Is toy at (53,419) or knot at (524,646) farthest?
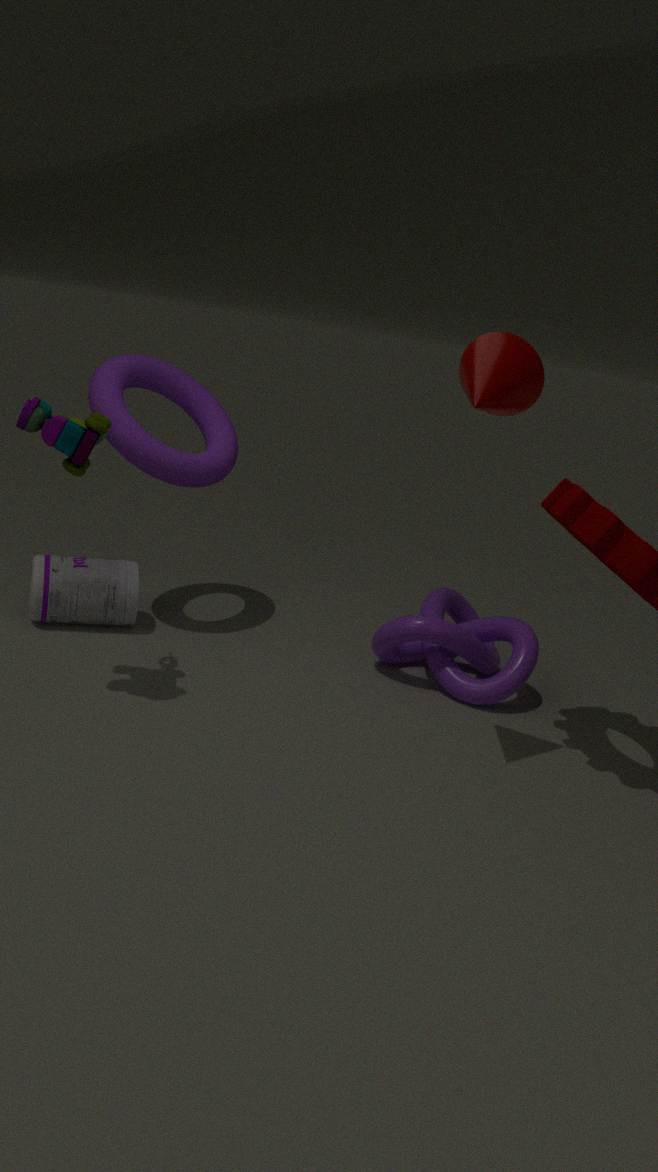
knot at (524,646)
